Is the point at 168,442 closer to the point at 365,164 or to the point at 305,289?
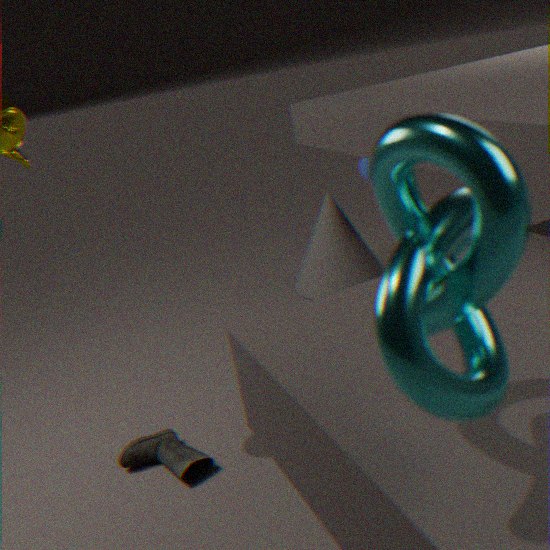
the point at 305,289
